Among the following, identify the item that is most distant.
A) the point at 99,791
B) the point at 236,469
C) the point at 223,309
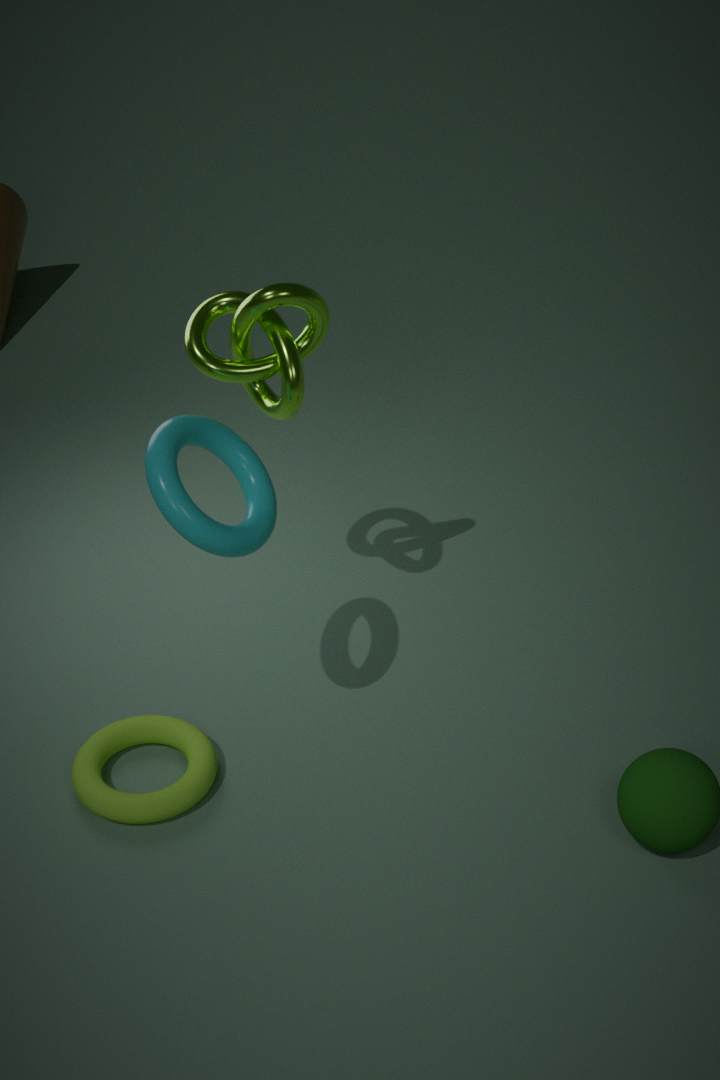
the point at 223,309
